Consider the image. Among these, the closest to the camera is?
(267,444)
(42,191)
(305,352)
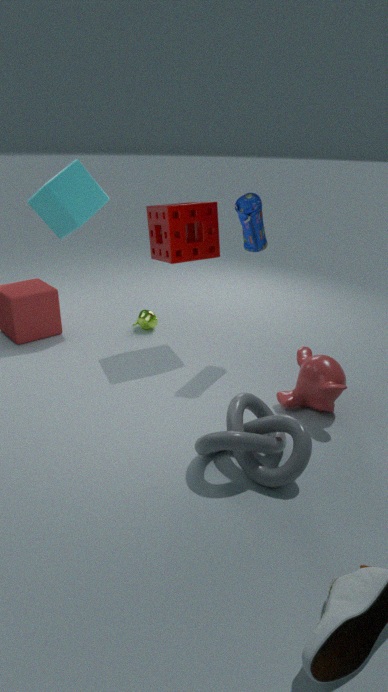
(267,444)
